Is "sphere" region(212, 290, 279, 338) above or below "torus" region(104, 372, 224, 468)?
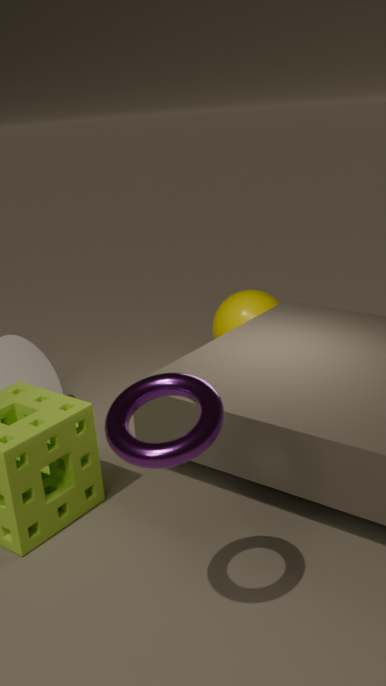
below
